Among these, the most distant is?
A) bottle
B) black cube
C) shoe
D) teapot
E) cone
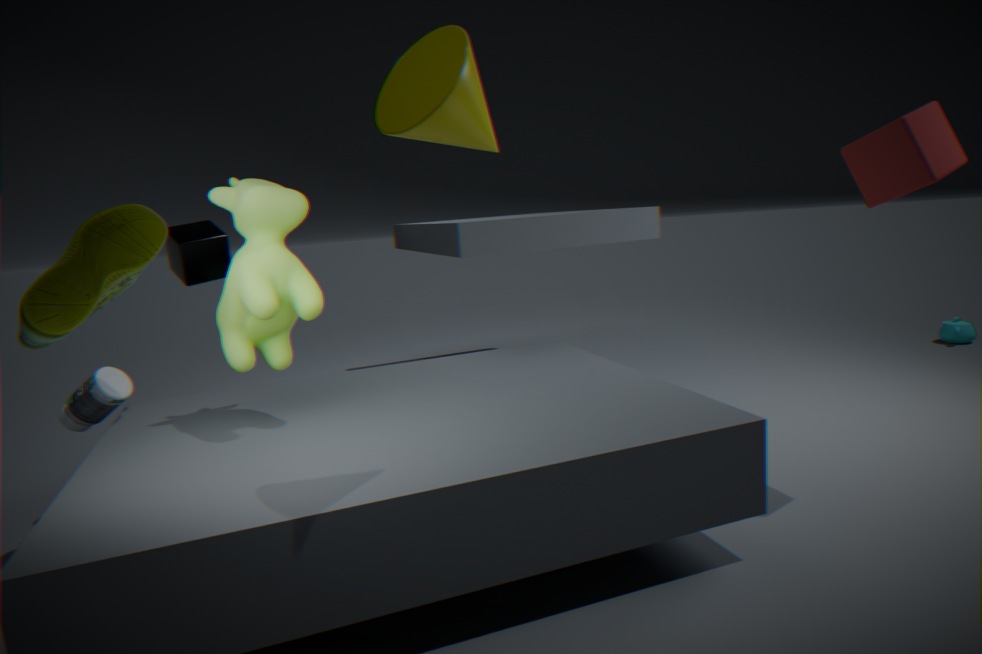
teapot
